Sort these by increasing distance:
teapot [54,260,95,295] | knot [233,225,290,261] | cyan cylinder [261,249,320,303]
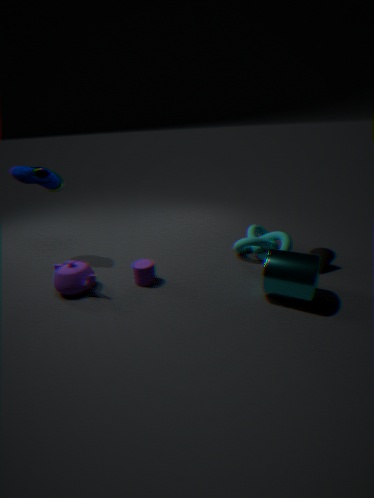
cyan cylinder [261,249,320,303] → teapot [54,260,95,295] → knot [233,225,290,261]
